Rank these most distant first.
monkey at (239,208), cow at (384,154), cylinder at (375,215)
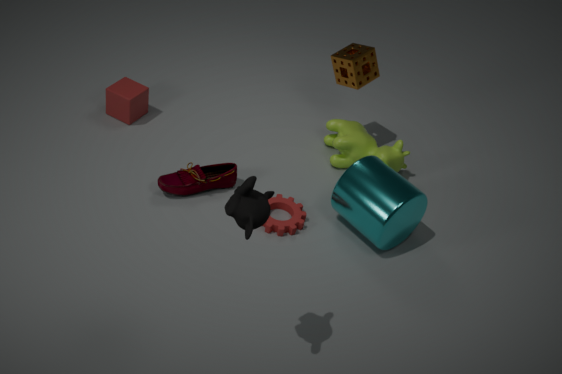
cow at (384,154)
cylinder at (375,215)
monkey at (239,208)
